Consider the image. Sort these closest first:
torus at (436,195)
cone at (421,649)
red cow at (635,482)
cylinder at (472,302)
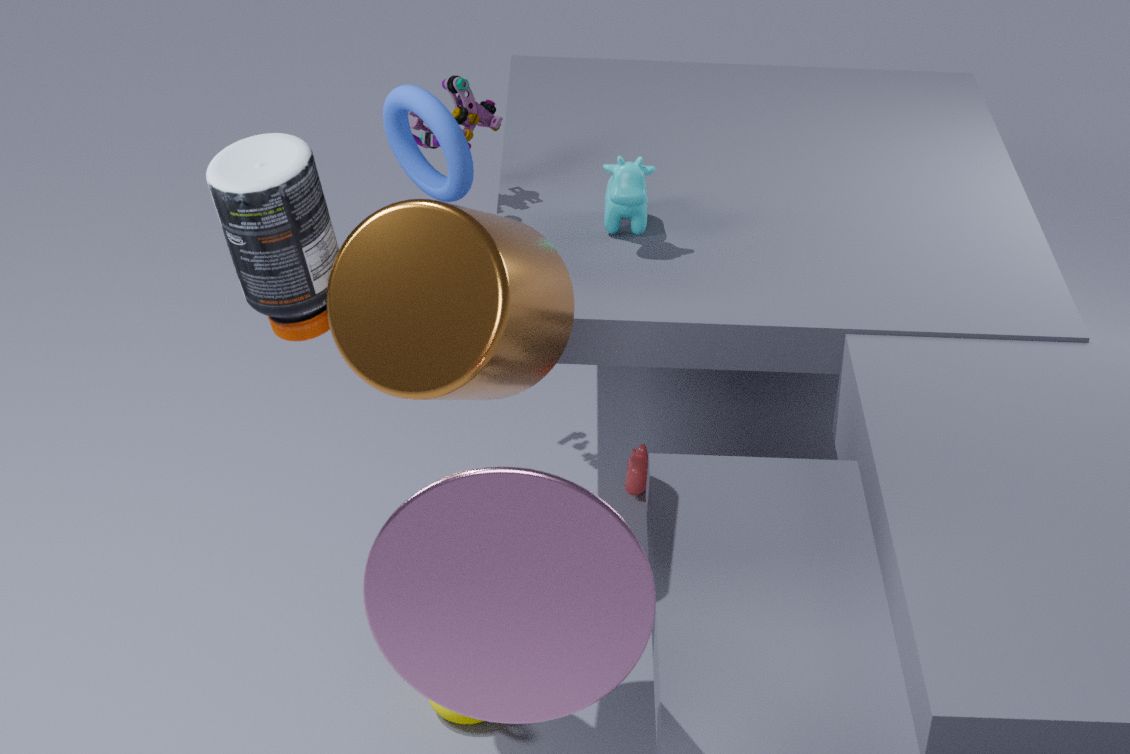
cone at (421,649) → cylinder at (472,302) → torus at (436,195) → red cow at (635,482)
